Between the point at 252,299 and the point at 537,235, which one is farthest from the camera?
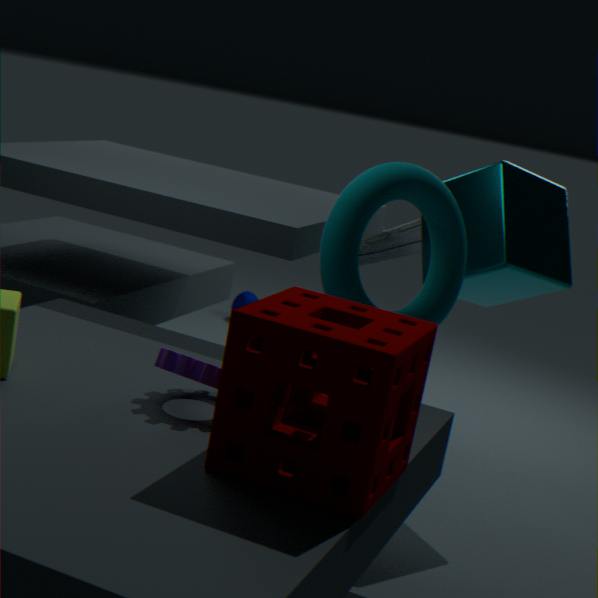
the point at 252,299
